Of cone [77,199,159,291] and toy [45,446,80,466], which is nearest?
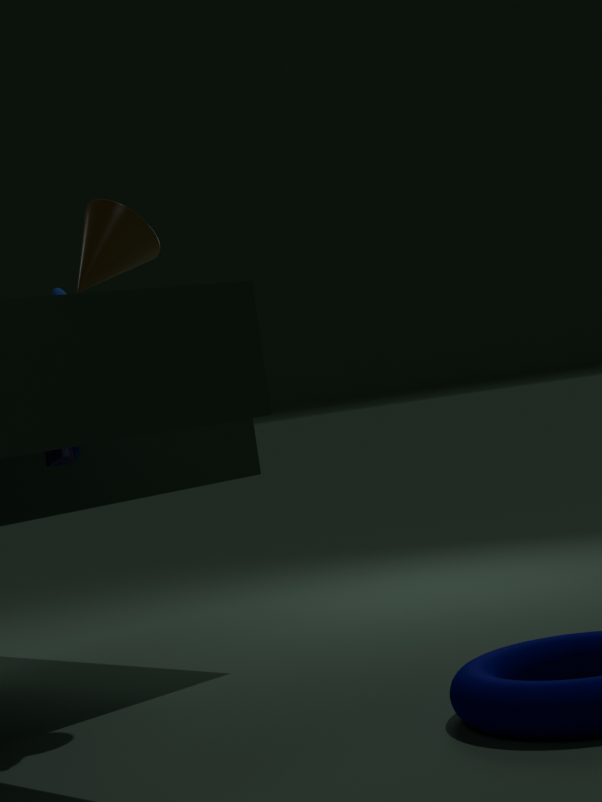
toy [45,446,80,466]
